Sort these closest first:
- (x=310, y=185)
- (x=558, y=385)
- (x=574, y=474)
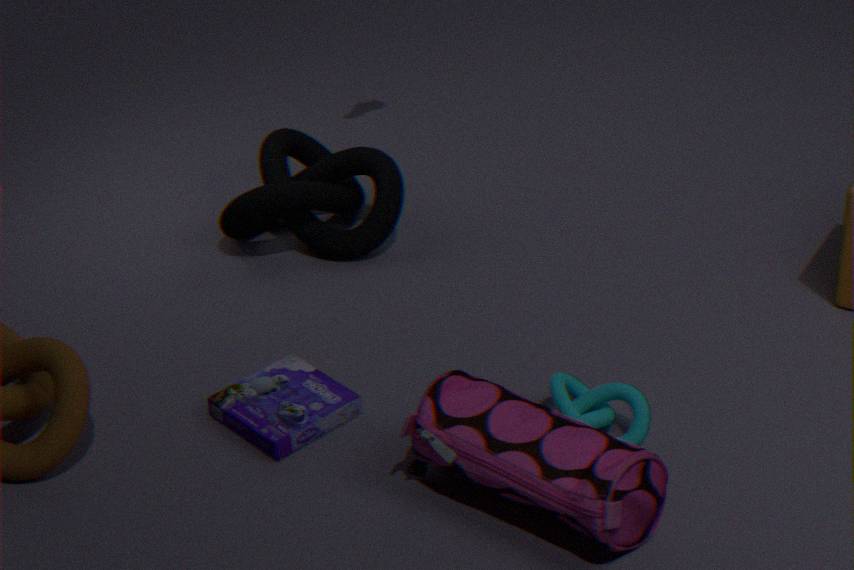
(x=574, y=474)
(x=558, y=385)
(x=310, y=185)
